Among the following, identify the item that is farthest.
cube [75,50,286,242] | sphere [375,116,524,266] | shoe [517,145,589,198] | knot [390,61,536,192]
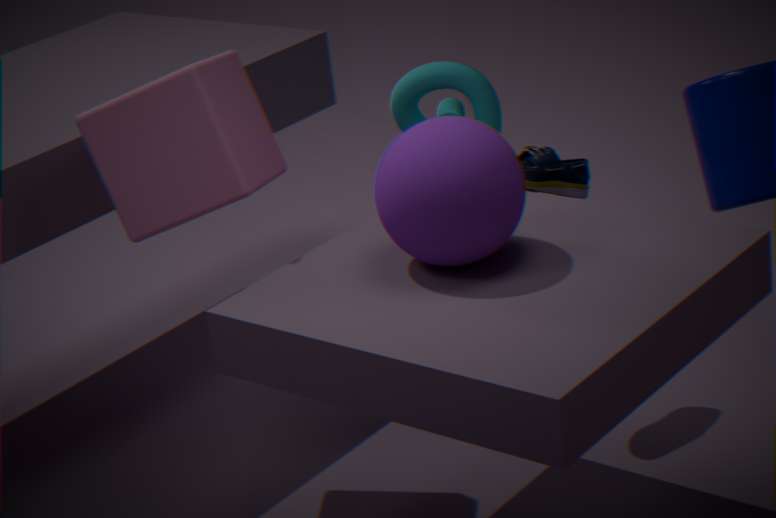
knot [390,61,536,192]
